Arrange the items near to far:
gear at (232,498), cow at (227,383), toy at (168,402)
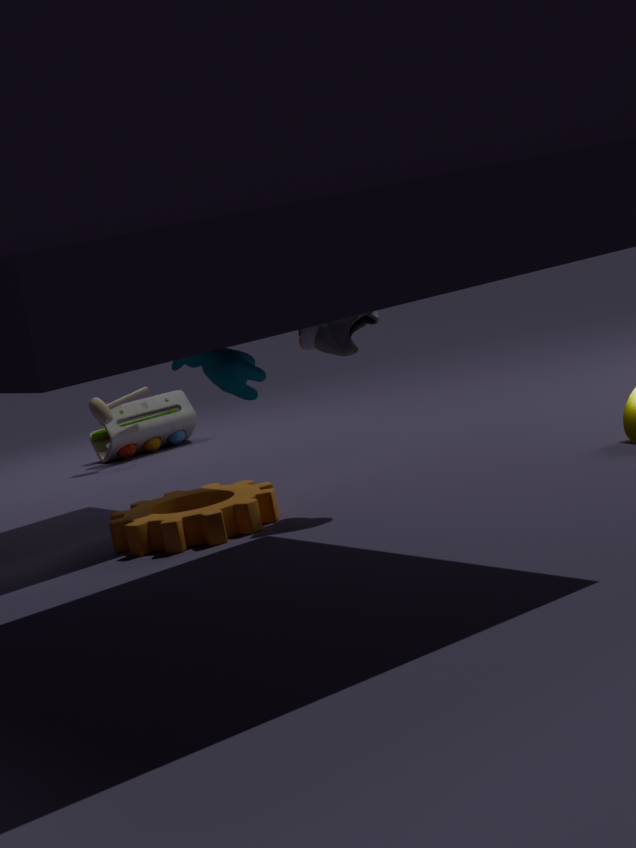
cow at (227,383)
gear at (232,498)
toy at (168,402)
